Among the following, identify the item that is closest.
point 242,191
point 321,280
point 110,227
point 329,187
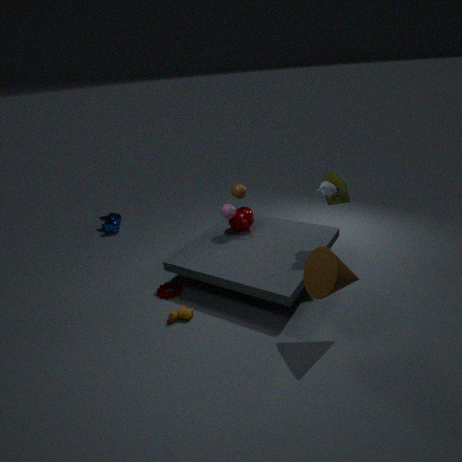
point 321,280
